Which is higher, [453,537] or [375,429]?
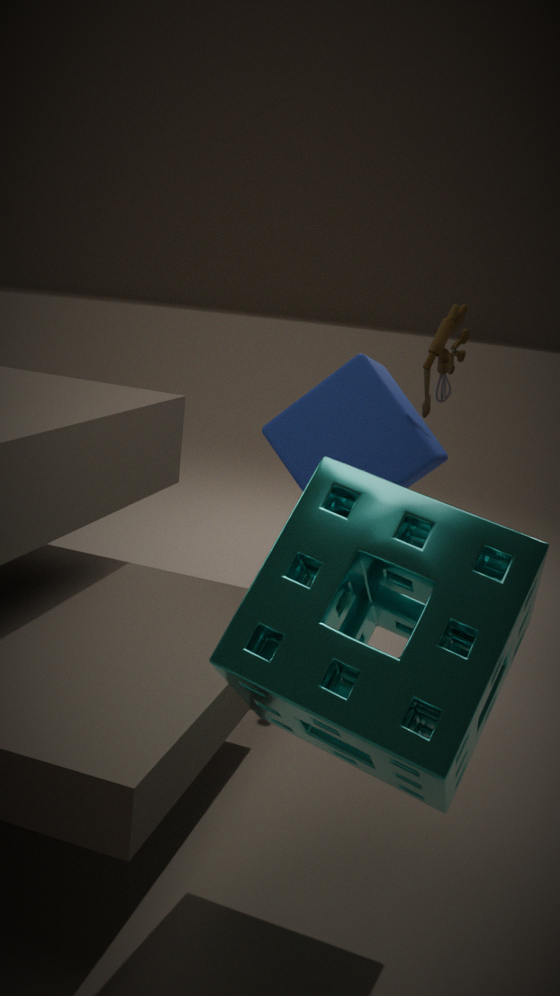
[375,429]
